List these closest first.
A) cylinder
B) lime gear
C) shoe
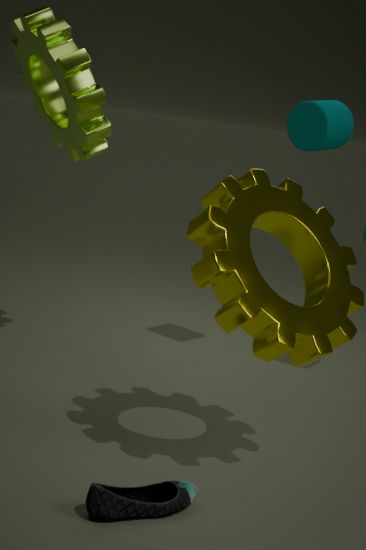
shoe, lime gear, cylinder
